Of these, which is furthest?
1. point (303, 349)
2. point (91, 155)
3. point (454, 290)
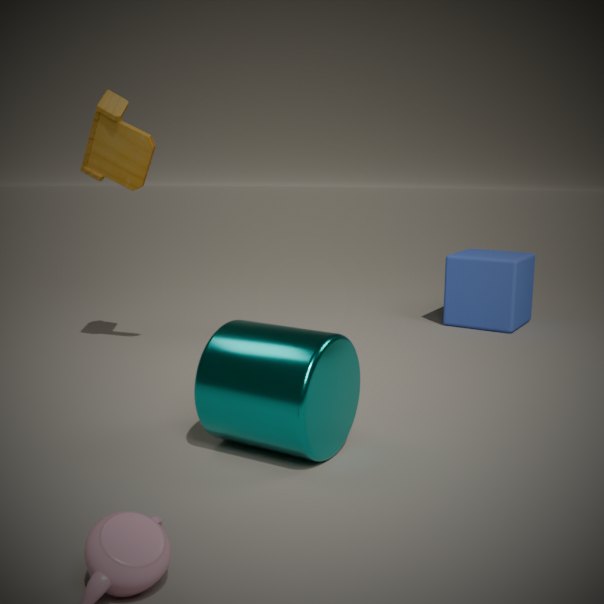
point (454, 290)
